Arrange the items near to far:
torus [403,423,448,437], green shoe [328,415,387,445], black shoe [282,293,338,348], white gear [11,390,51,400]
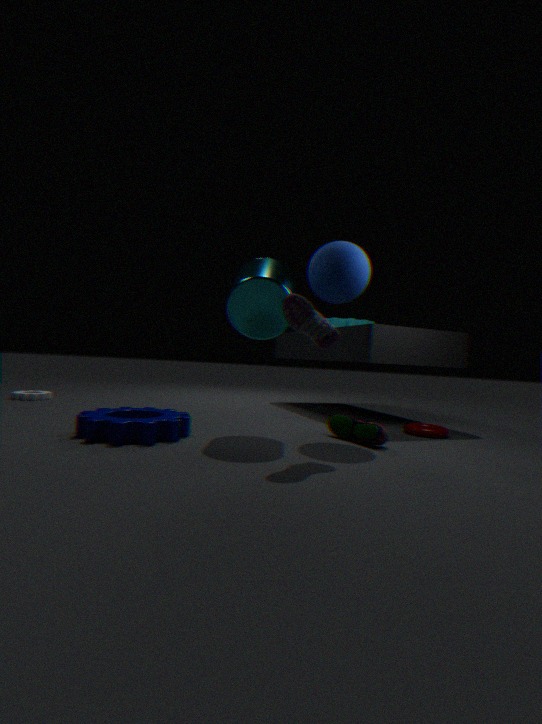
1. black shoe [282,293,338,348]
2. green shoe [328,415,387,445]
3. torus [403,423,448,437]
4. white gear [11,390,51,400]
